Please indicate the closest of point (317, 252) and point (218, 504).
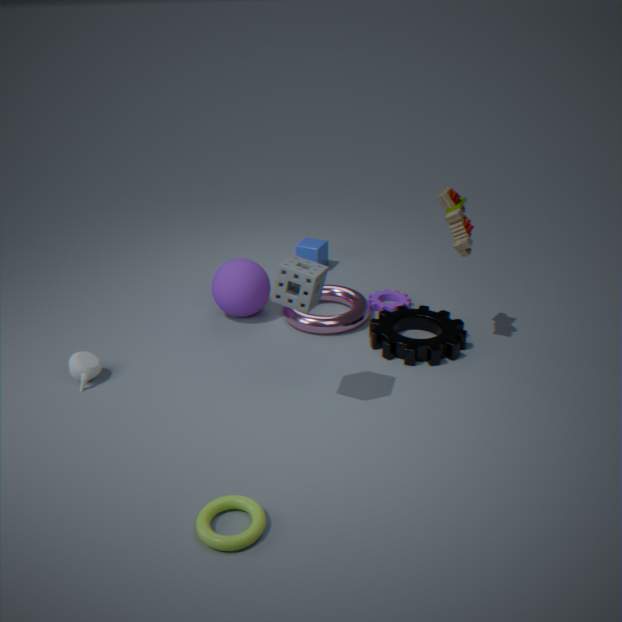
point (218, 504)
